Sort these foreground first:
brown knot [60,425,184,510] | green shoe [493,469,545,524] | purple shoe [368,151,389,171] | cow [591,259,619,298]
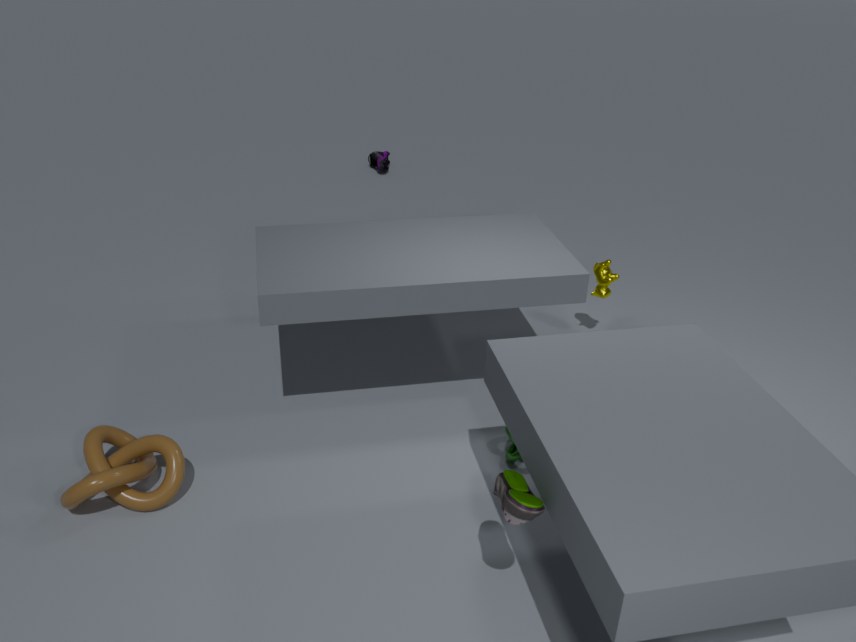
green shoe [493,469,545,524]
brown knot [60,425,184,510]
cow [591,259,619,298]
purple shoe [368,151,389,171]
